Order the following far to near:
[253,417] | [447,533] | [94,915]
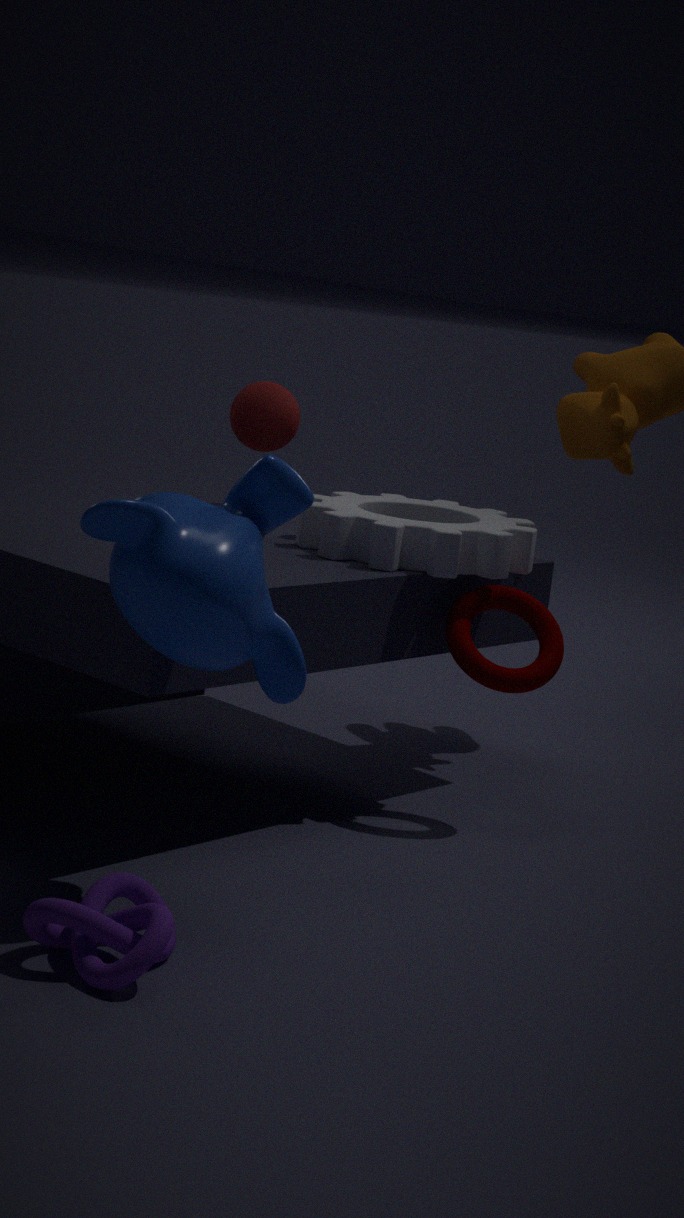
1. [253,417]
2. [447,533]
3. [94,915]
